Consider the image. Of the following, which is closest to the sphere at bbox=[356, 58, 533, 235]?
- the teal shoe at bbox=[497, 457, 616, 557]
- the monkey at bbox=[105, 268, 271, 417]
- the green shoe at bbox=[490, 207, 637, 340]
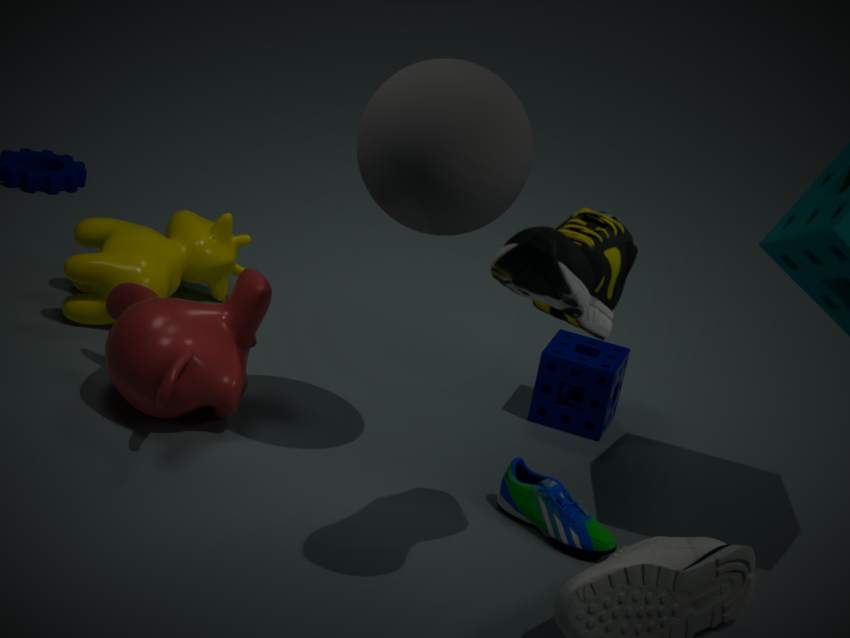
the green shoe at bbox=[490, 207, 637, 340]
